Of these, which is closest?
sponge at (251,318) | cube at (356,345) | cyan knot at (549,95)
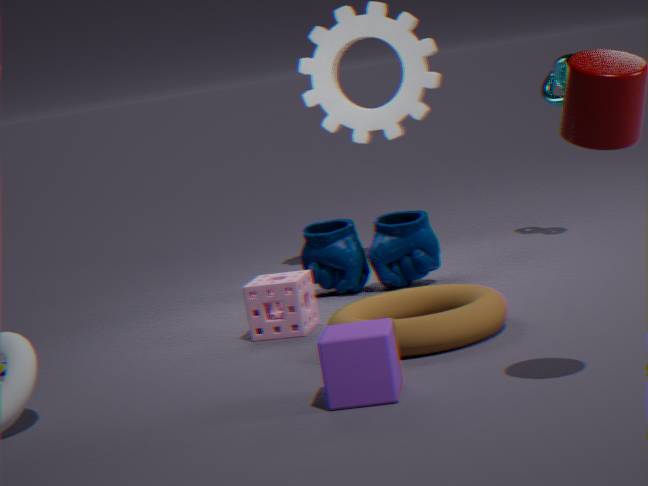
cube at (356,345)
